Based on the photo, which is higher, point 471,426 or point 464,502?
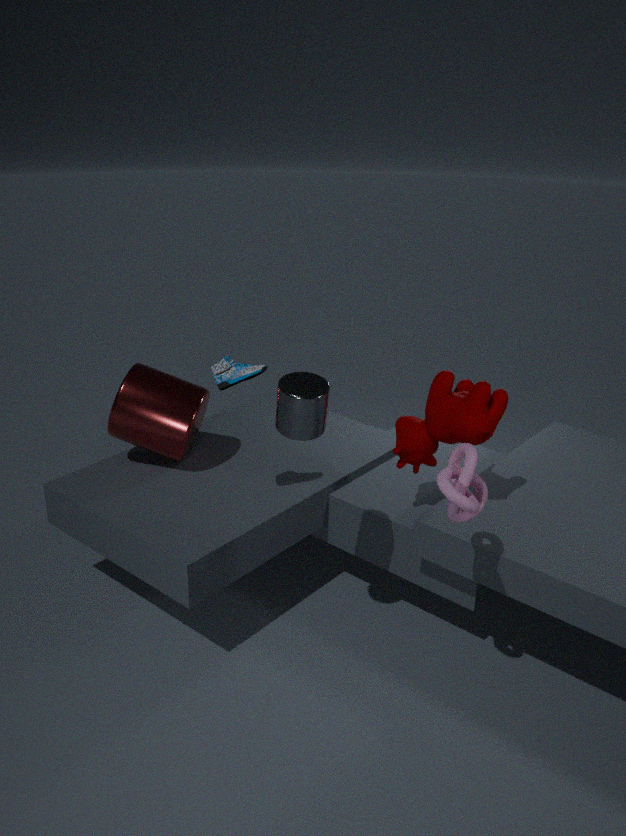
point 464,502
